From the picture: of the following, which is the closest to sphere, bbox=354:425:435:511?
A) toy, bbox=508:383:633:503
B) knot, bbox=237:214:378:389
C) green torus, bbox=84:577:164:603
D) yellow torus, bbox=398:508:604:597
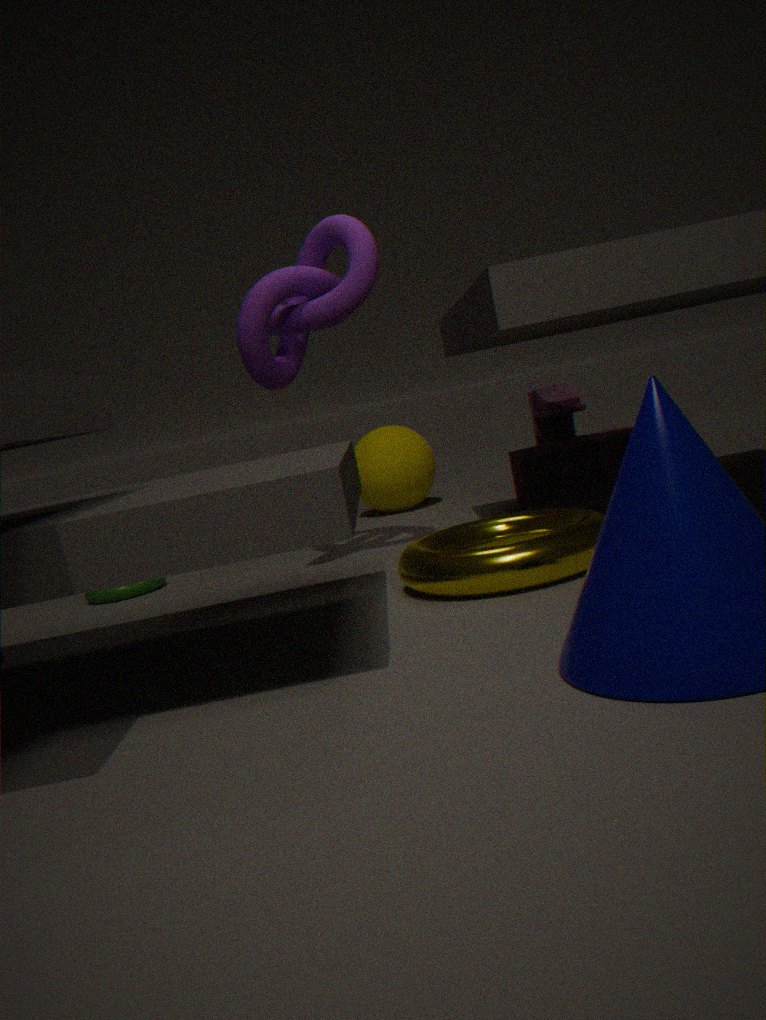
toy, bbox=508:383:633:503
